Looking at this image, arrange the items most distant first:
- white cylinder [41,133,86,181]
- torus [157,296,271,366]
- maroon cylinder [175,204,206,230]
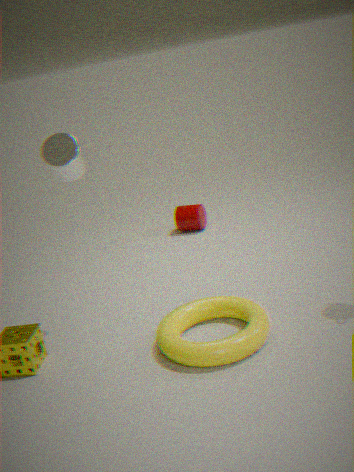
1. maroon cylinder [175,204,206,230]
2. white cylinder [41,133,86,181]
3. torus [157,296,271,366]
